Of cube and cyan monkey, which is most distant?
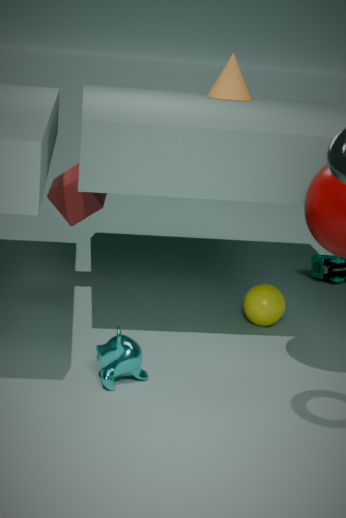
cube
